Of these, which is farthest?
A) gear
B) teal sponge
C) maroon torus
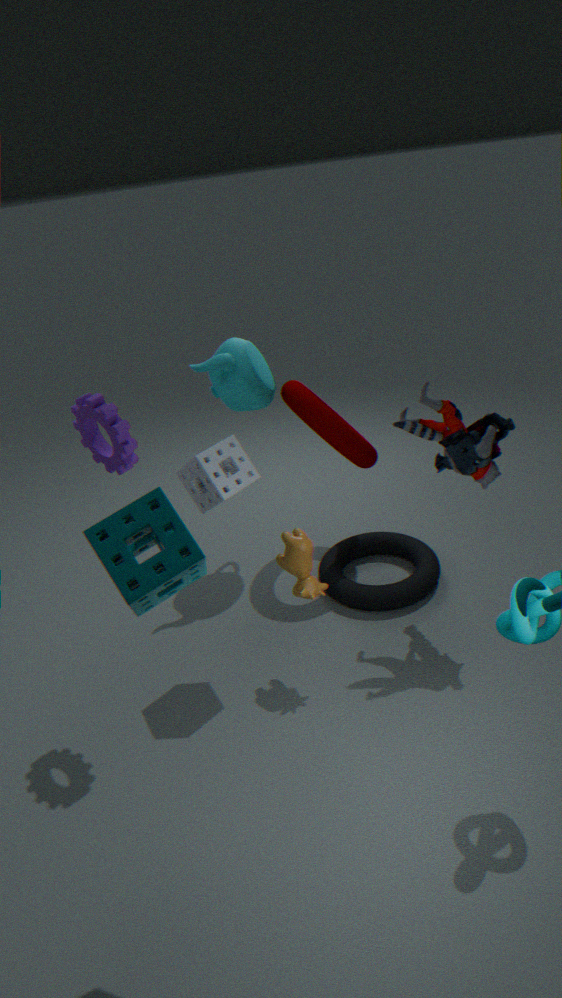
maroon torus
